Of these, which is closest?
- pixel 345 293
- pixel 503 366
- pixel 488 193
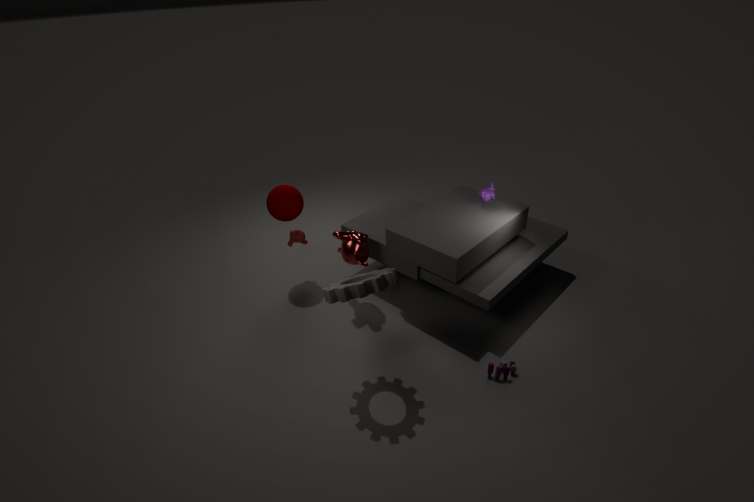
pixel 345 293
